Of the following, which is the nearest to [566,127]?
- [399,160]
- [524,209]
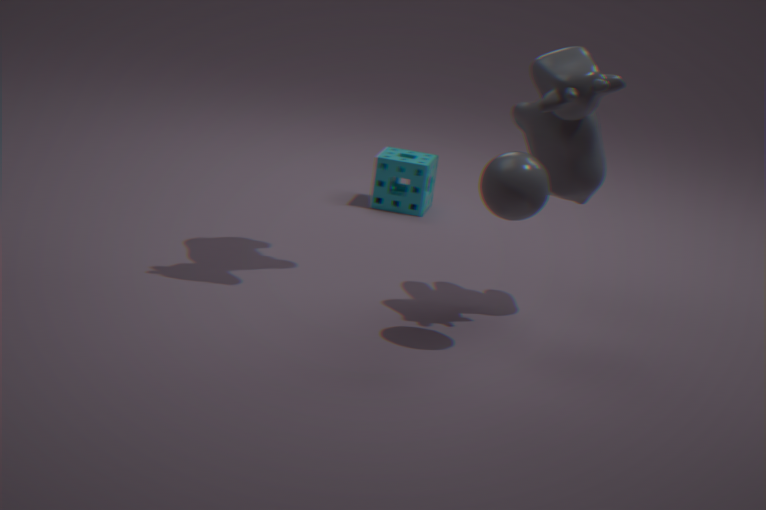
[524,209]
